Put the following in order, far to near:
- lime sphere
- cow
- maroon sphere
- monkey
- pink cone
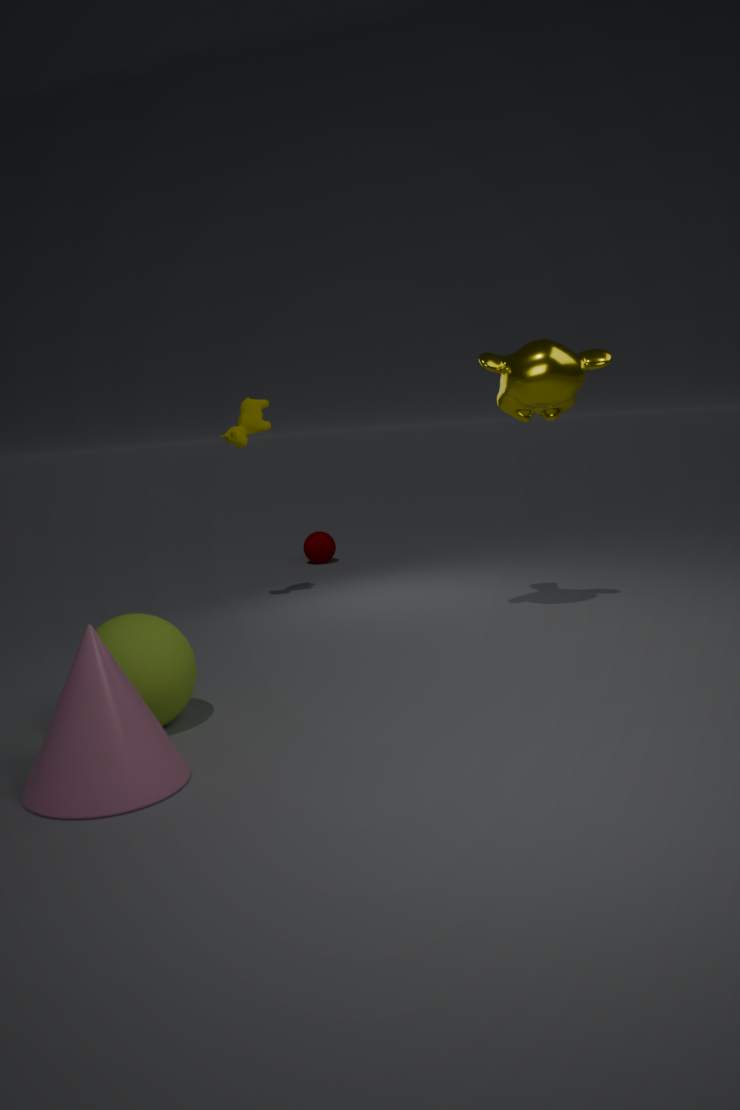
maroon sphere < cow < monkey < lime sphere < pink cone
